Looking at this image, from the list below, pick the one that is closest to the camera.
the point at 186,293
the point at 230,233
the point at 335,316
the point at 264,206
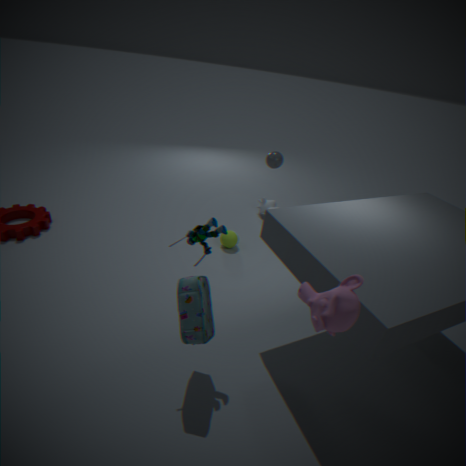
the point at 335,316
